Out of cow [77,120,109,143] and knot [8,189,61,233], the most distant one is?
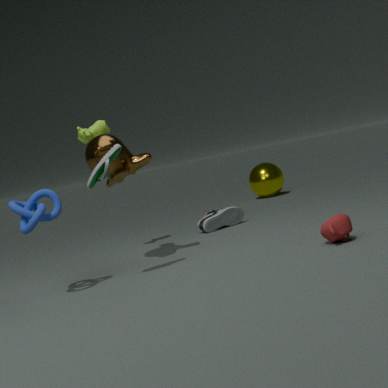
cow [77,120,109,143]
